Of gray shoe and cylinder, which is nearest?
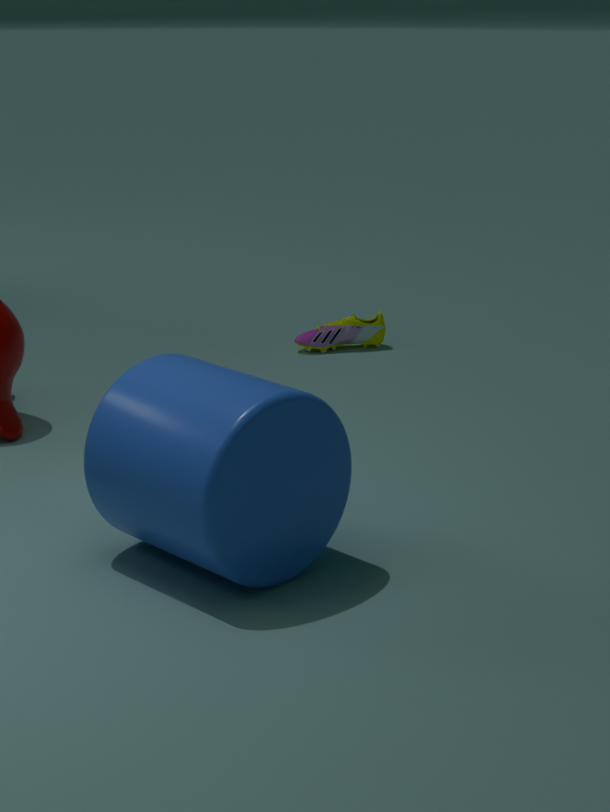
cylinder
